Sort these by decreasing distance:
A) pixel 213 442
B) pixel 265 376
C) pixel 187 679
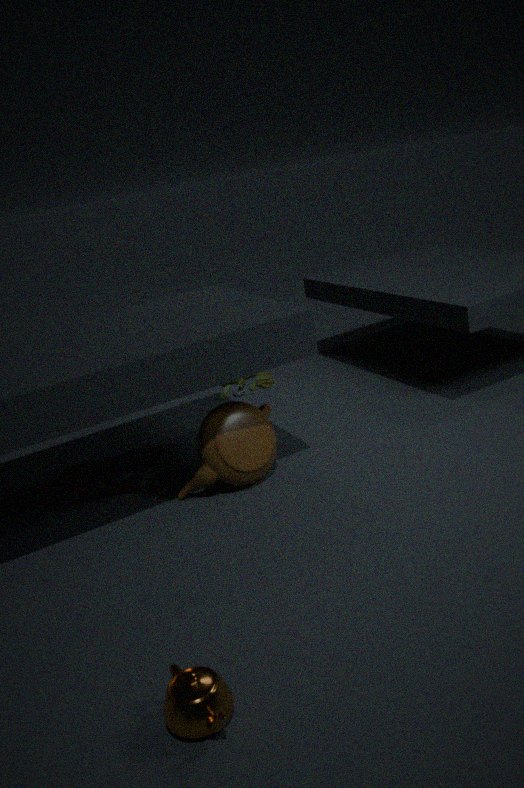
pixel 265 376
pixel 213 442
pixel 187 679
